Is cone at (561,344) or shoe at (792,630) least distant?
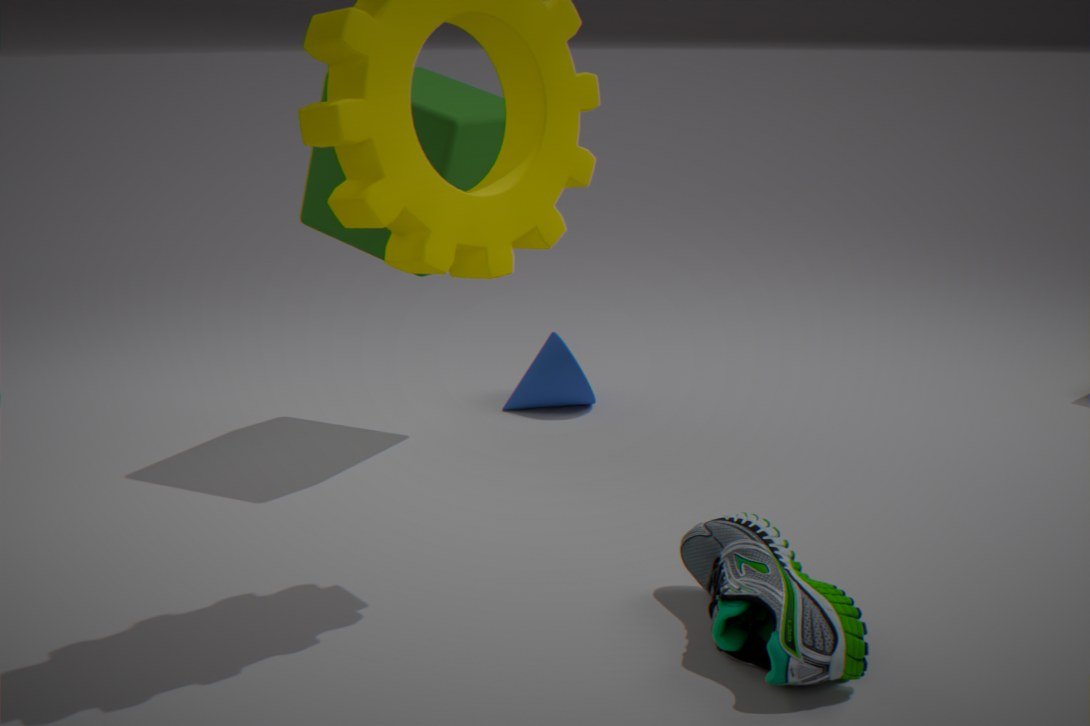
shoe at (792,630)
